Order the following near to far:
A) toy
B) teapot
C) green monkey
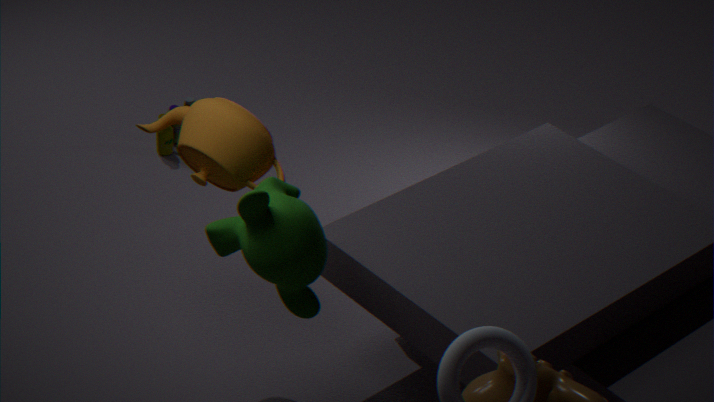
green monkey < teapot < toy
